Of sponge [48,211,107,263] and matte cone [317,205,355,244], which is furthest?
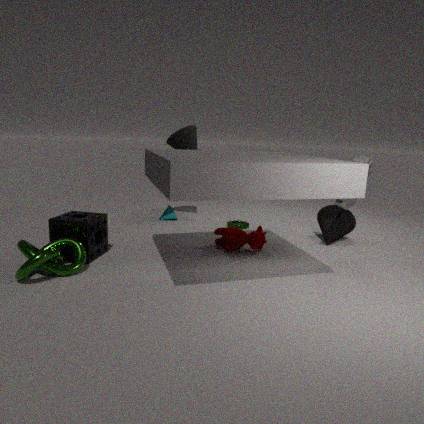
matte cone [317,205,355,244]
